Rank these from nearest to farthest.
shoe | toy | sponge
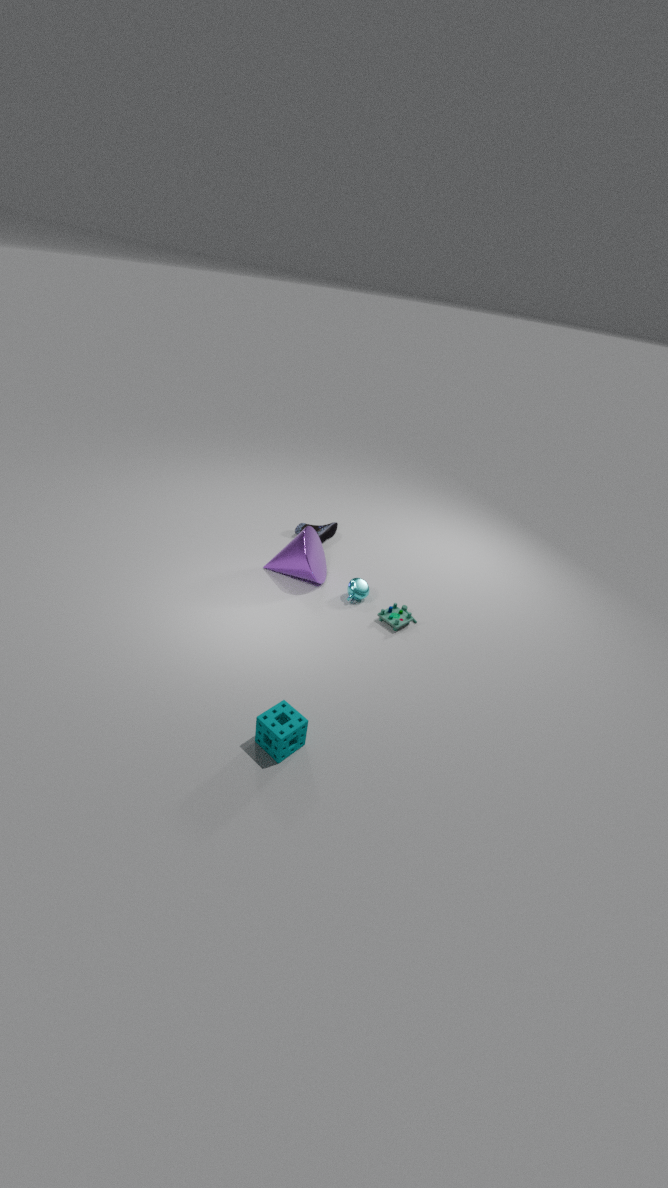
sponge, toy, shoe
